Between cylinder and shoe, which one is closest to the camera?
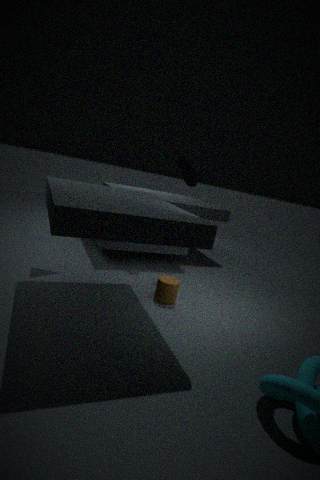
cylinder
